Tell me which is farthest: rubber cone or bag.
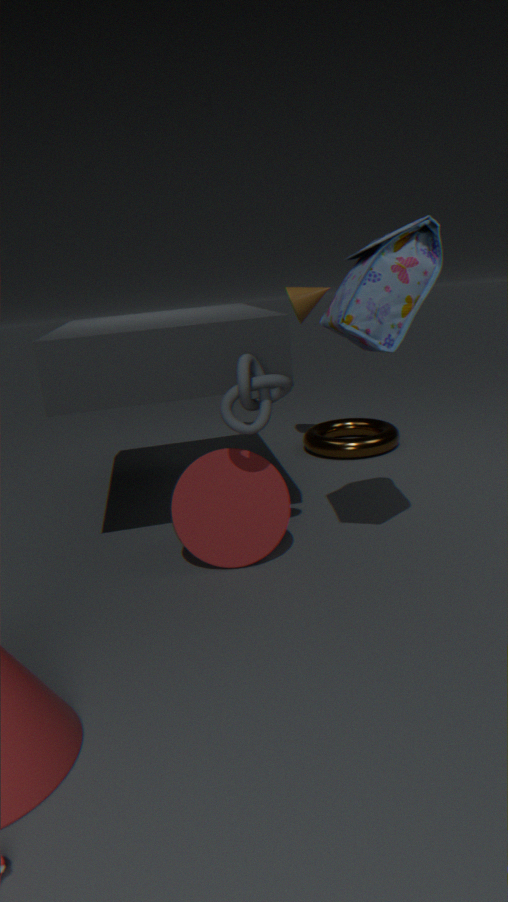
rubber cone
